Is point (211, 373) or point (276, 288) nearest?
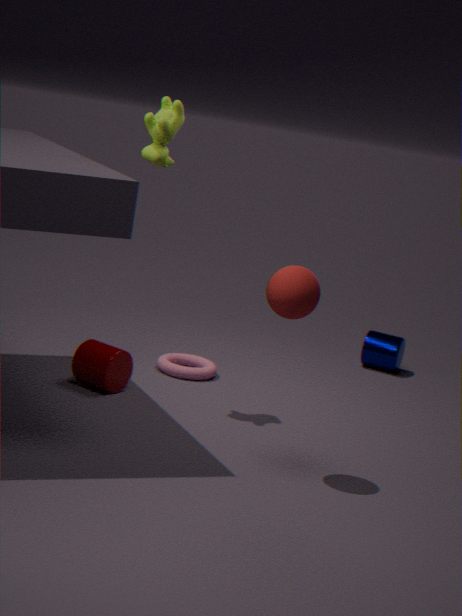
point (276, 288)
